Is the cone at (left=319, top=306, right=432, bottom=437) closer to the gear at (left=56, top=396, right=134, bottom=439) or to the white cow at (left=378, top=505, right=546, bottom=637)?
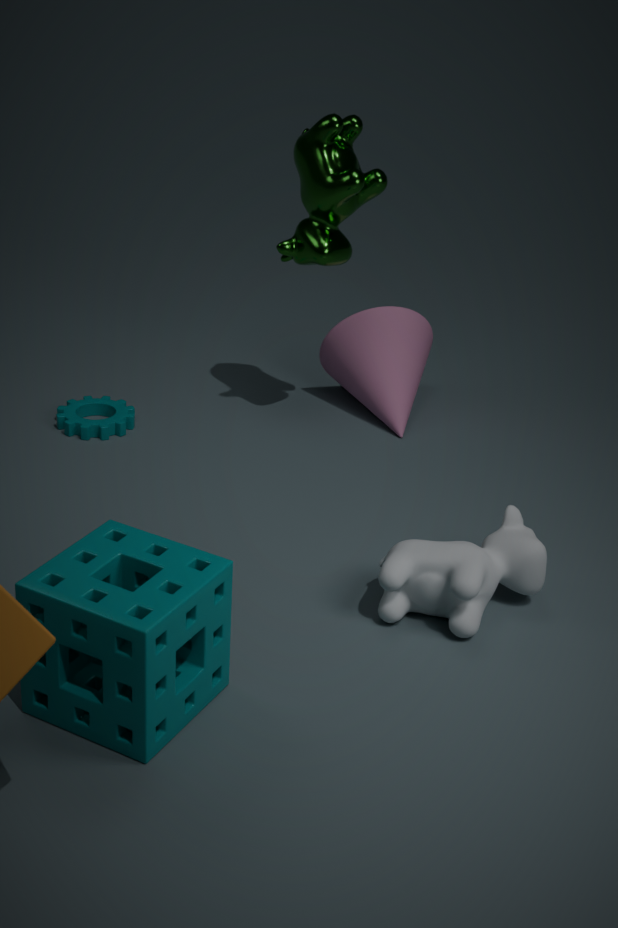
the gear at (left=56, top=396, right=134, bottom=439)
